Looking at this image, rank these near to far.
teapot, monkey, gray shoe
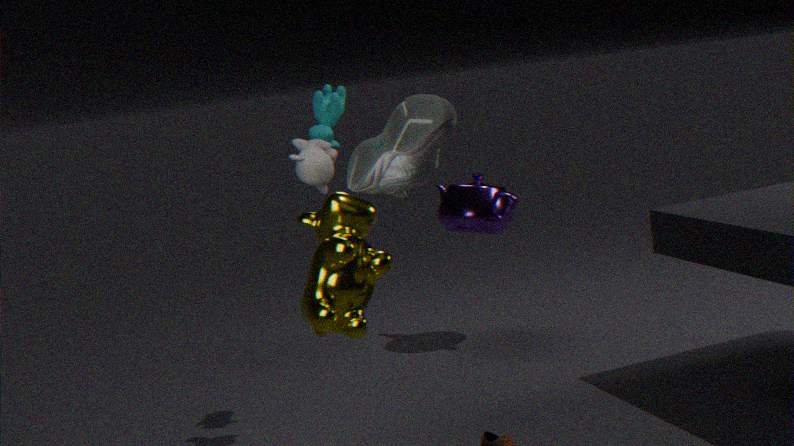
gray shoe → monkey → teapot
